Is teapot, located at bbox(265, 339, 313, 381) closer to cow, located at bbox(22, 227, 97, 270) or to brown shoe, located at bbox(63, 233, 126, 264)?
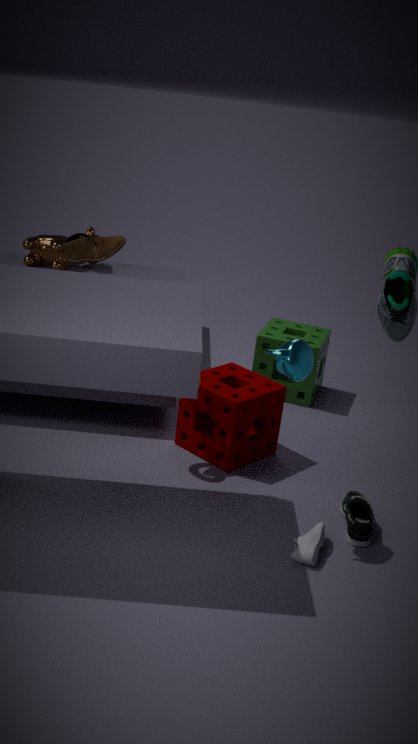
brown shoe, located at bbox(63, 233, 126, 264)
